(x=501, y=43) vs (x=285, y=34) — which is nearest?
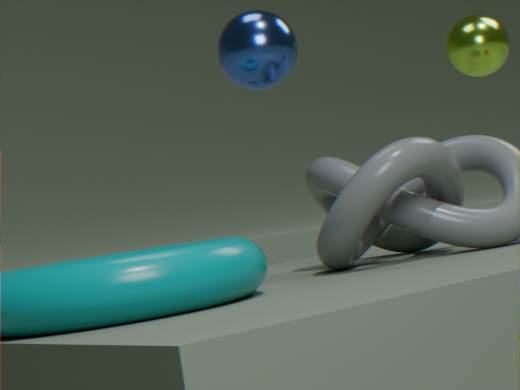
(x=285, y=34)
